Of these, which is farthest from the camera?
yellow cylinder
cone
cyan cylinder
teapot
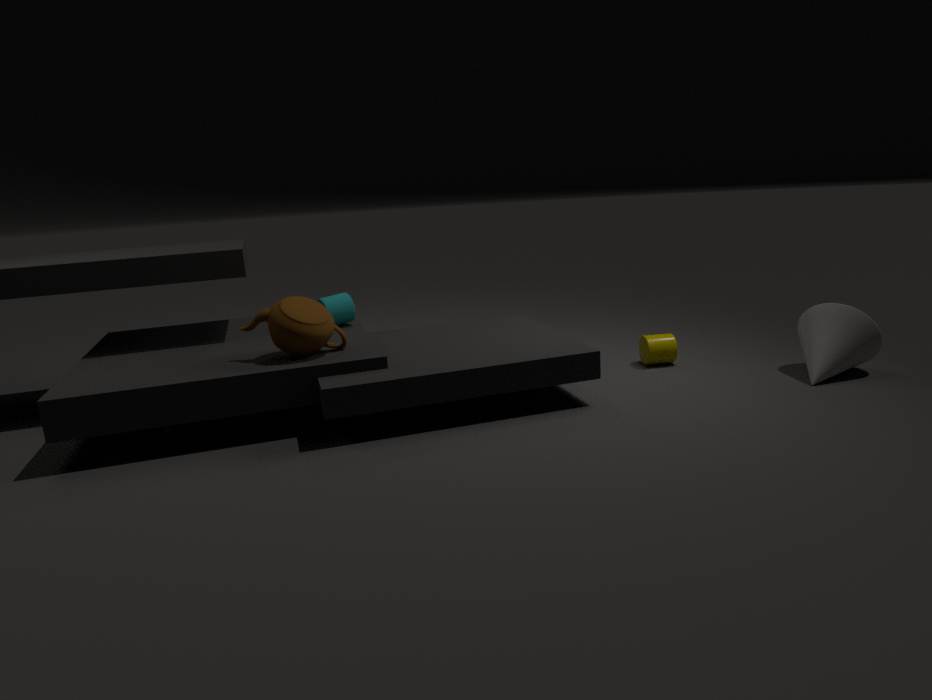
yellow cylinder
